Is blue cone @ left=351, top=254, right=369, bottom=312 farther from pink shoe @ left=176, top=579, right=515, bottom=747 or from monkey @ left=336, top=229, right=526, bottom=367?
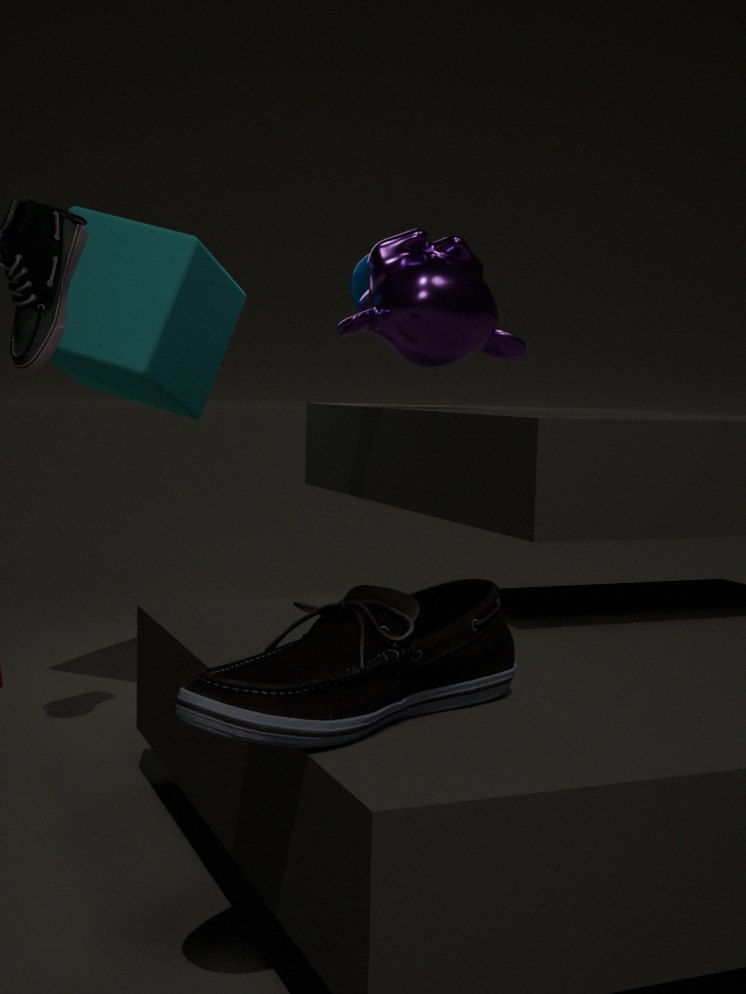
pink shoe @ left=176, top=579, right=515, bottom=747
